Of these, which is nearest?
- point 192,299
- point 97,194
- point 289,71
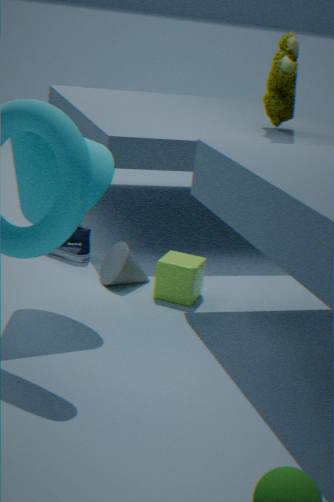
point 97,194
